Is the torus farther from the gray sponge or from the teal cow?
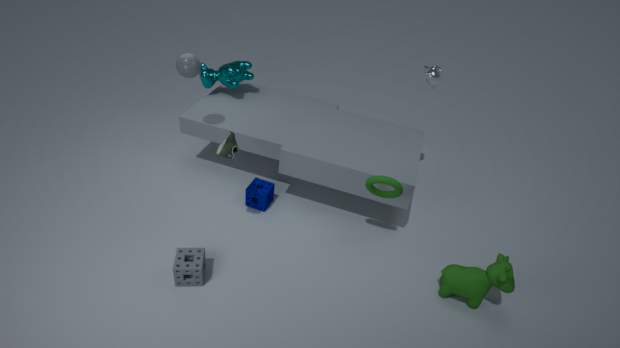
the teal cow
